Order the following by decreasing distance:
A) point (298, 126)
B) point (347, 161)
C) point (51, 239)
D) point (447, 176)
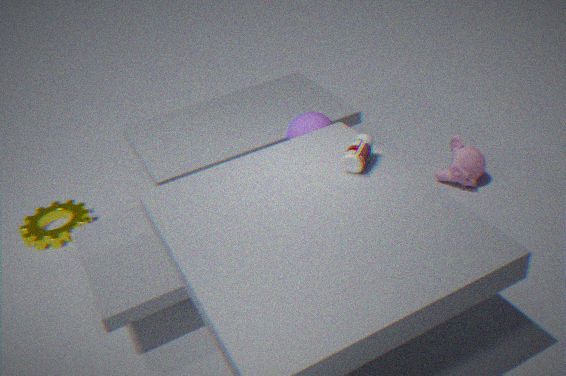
point (447, 176) < point (51, 239) < point (298, 126) < point (347, 161)
